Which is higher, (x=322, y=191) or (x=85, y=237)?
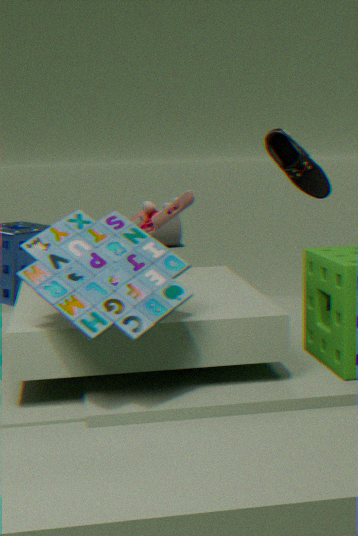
(x=322, y=191)
